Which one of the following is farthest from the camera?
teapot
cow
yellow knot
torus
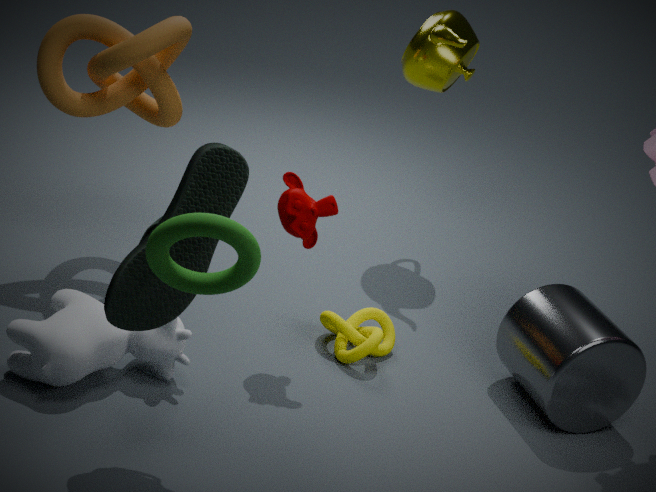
teapot
